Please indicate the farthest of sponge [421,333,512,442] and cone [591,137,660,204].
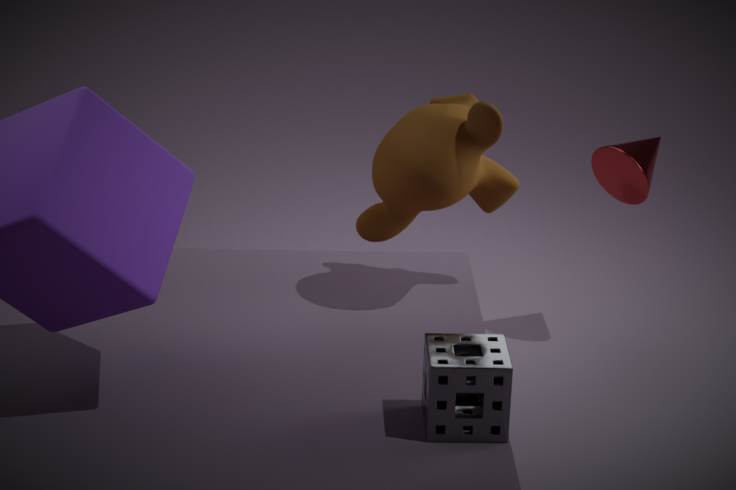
cone [591,137,660,204]
